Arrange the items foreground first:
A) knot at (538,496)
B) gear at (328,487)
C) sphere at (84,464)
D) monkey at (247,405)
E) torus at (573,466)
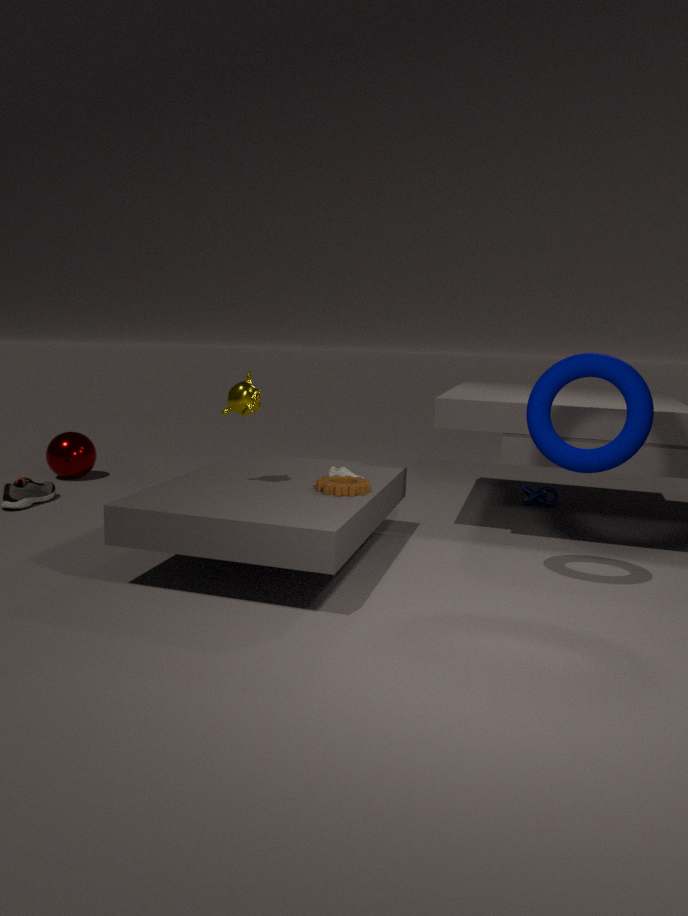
torus at (573,466)
gear at (328,487)
monkey at (247,405)
knot at (538,496)
sphere at (84,464)
